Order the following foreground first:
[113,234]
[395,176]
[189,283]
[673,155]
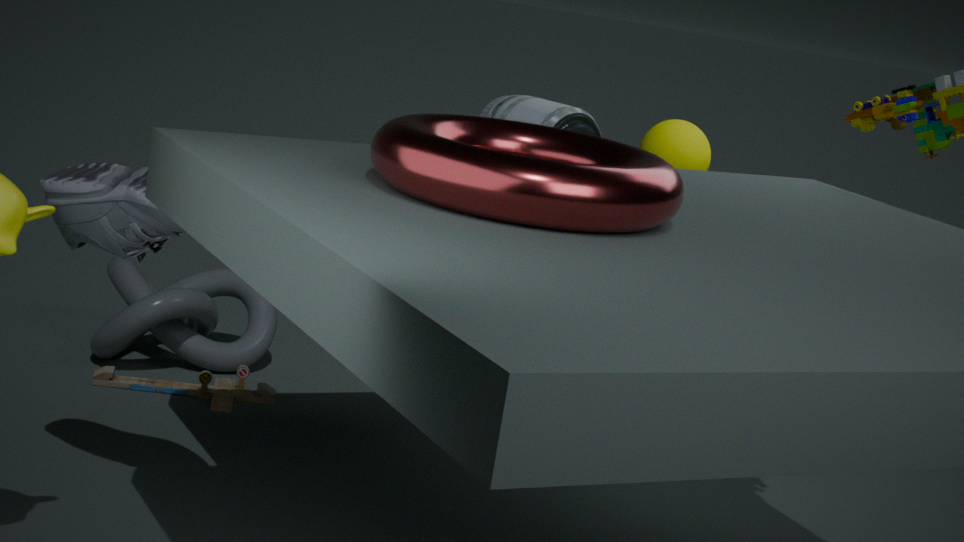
[395,176]
[113,234]
[673,155]
[189,283]
